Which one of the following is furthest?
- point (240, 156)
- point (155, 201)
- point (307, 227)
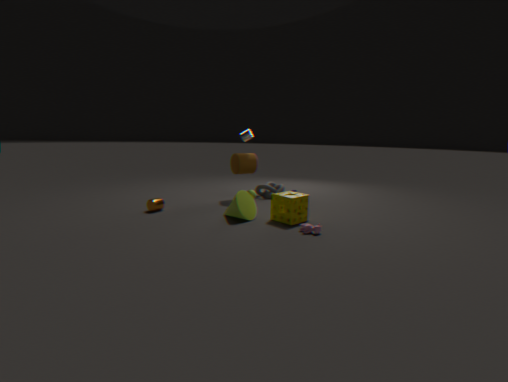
point (240, 156)
